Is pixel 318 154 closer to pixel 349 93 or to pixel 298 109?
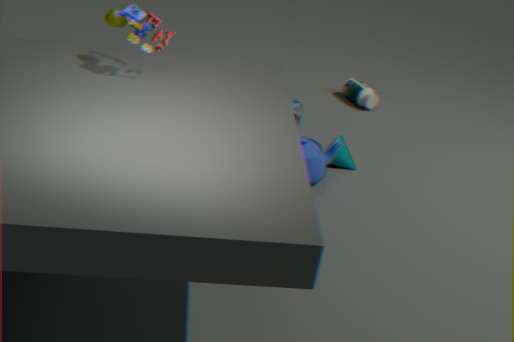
pixel 298 109
